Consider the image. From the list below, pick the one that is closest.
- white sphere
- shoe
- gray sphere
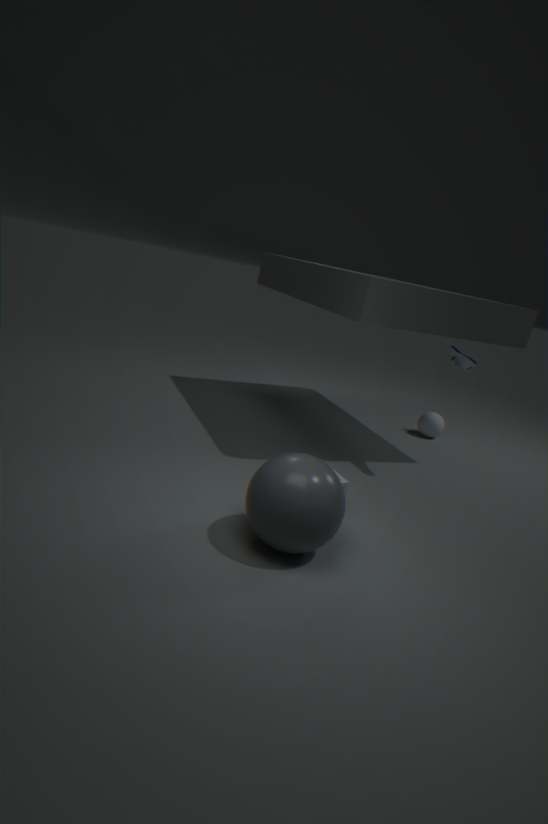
gray sphere
